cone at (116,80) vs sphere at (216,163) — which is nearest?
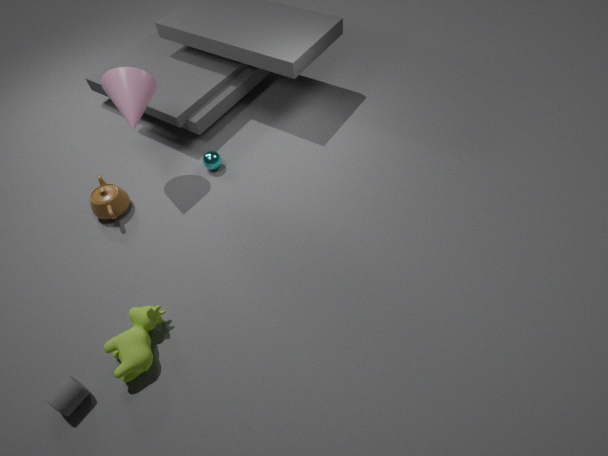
cone at (116,80)
